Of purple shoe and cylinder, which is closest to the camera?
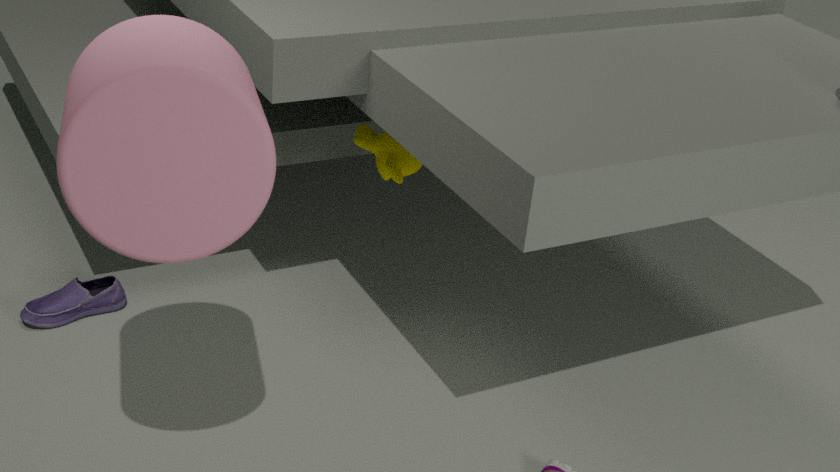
cylinder
